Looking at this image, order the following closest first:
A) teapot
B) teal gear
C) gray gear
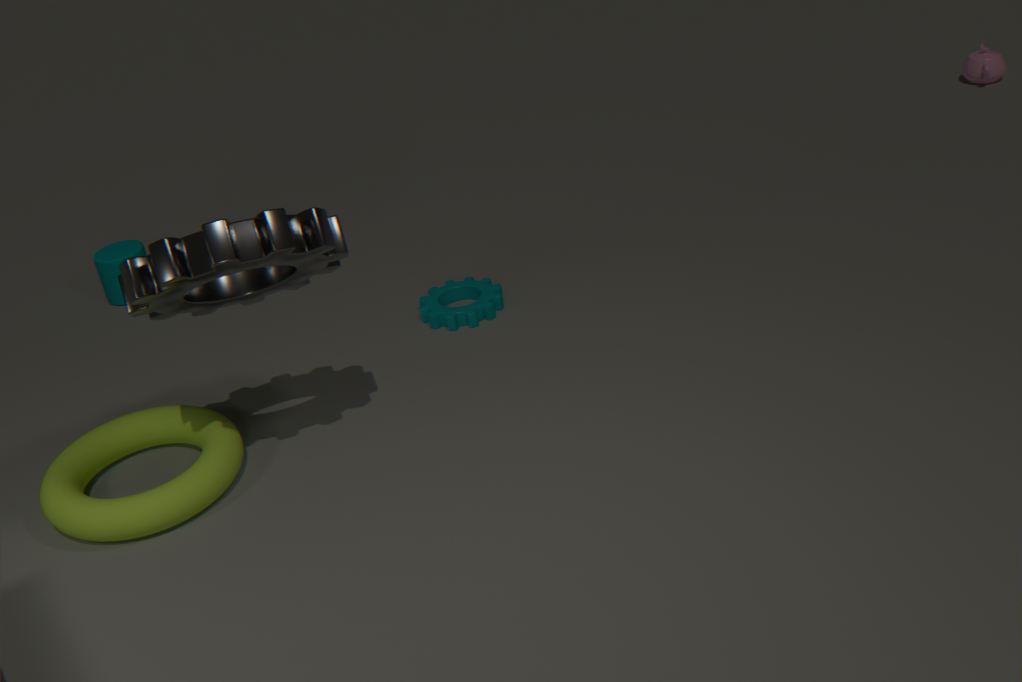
1. gray gear
2. teal gear
3. teapot
